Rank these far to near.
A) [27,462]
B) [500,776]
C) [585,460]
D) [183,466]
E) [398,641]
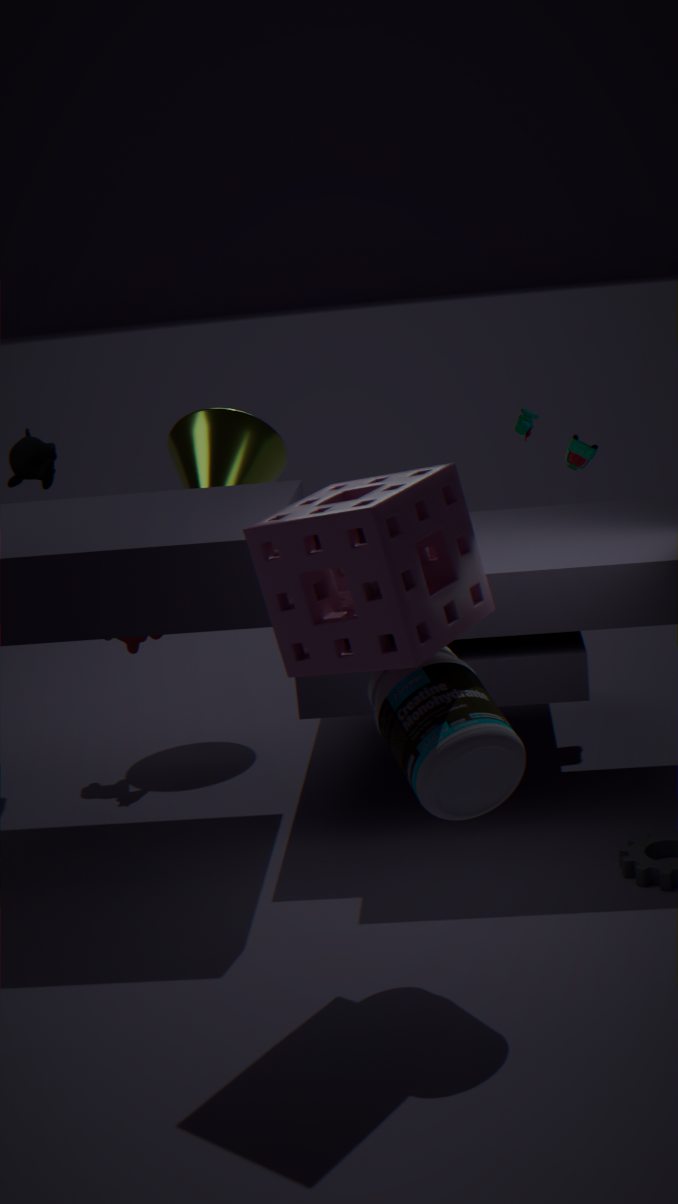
D. [183,466]
C. [585,460]
A. [27,462]
B. [500,776]
E. [398,641]
